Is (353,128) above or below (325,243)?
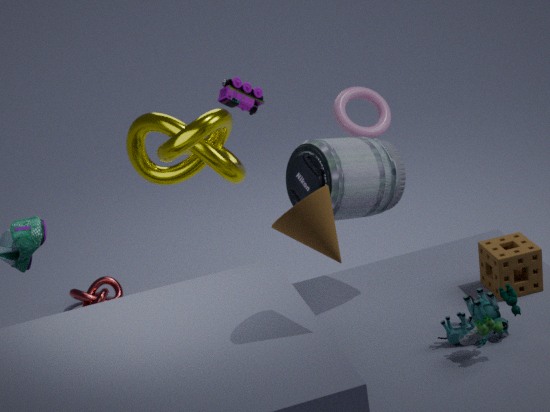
below
